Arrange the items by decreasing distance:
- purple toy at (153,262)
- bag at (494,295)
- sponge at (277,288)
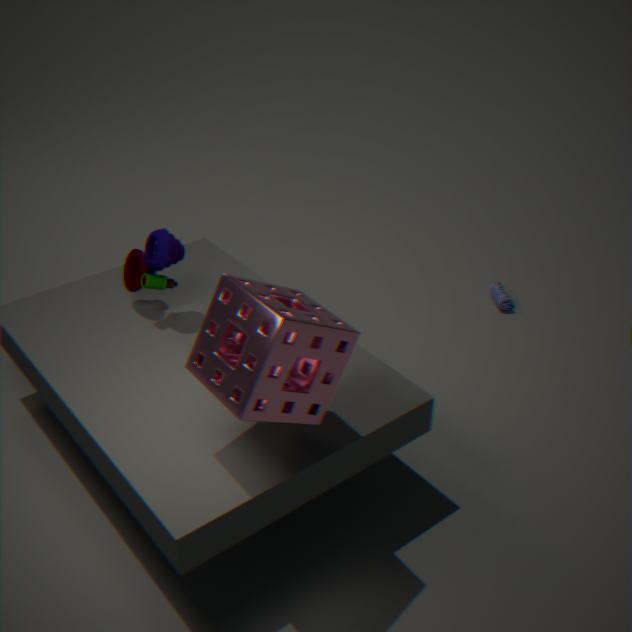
bag at (494,295), purple toy at (153,262), sponge at (277,288)
